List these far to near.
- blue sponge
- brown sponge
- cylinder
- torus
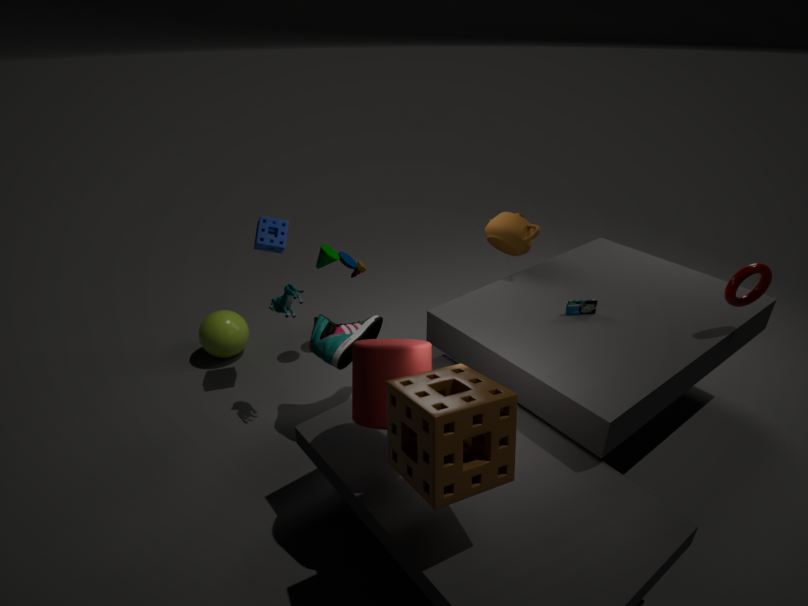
1. blue sponge
2. torus
3. cylinder
4. brown sponge
